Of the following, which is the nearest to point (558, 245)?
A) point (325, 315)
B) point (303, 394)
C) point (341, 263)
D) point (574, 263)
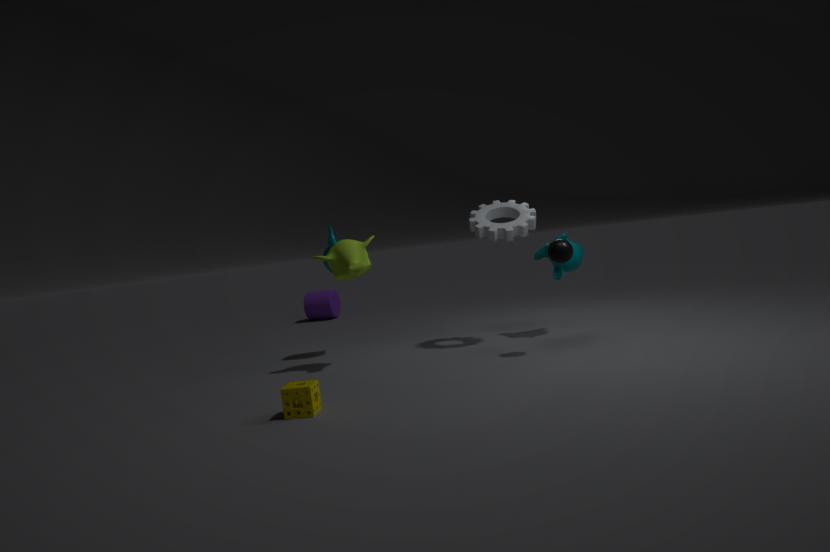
point (574, 263)
